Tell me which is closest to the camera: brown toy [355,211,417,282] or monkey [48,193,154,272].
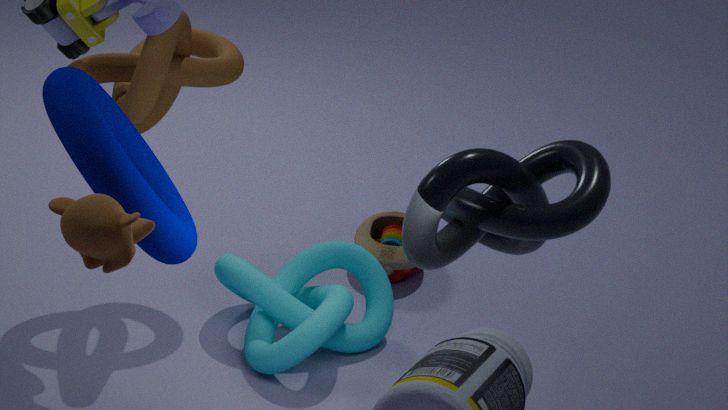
monkey [48,193,154,272]
